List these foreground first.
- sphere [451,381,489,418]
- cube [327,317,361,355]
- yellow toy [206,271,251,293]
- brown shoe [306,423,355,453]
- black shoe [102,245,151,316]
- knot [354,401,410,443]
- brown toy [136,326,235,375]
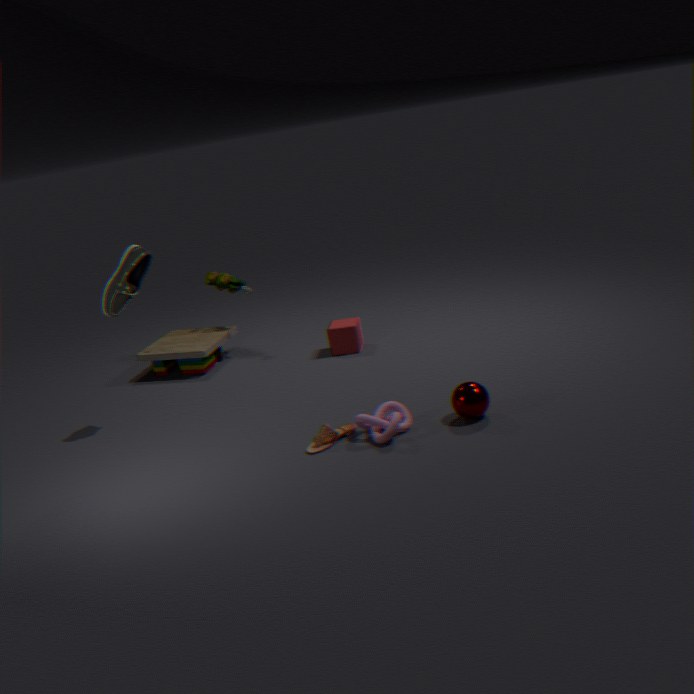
knot [354,401,410,443], sphere [451,381,489,418], brown shoe [306,423,355,453], black shoe [102,245,151,316], cube [327,317,361,355], brown toy [136,326,235,375], yellow toy [206,271,251,293]
